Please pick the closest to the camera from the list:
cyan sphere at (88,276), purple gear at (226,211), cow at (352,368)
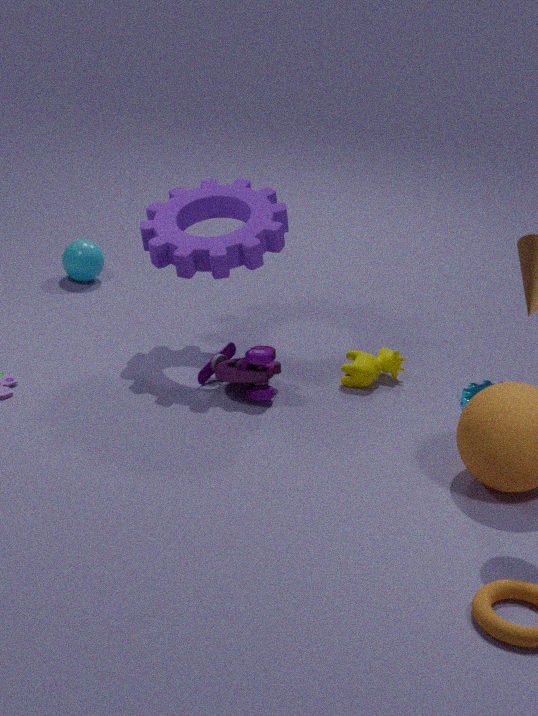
purple gear at (226,211)
